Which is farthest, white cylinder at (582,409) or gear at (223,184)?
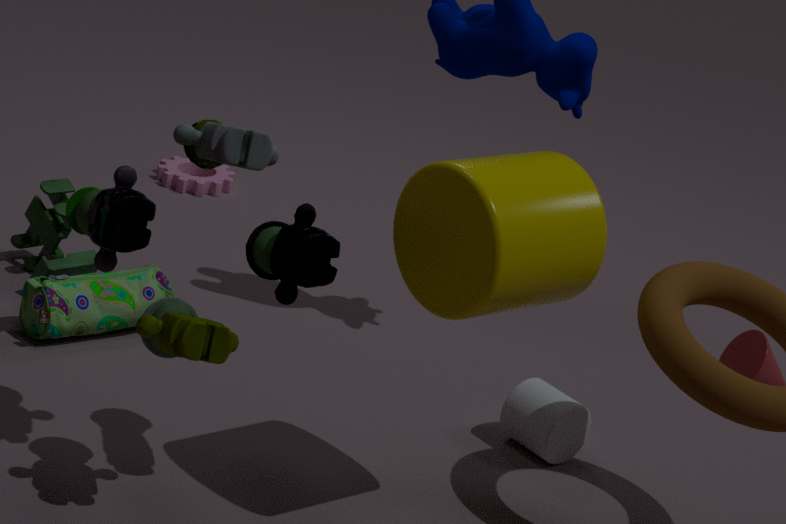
gear at (223,184)
